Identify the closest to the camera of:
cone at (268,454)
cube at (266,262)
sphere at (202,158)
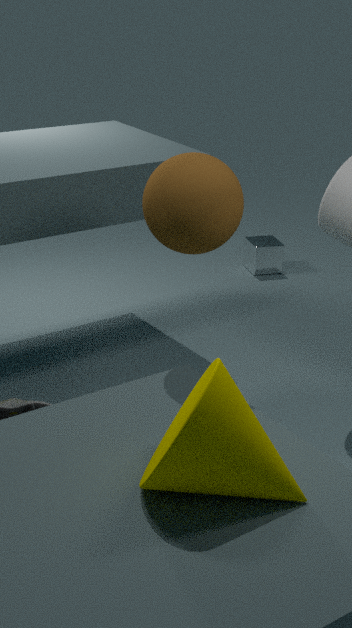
cone at (268,454)
